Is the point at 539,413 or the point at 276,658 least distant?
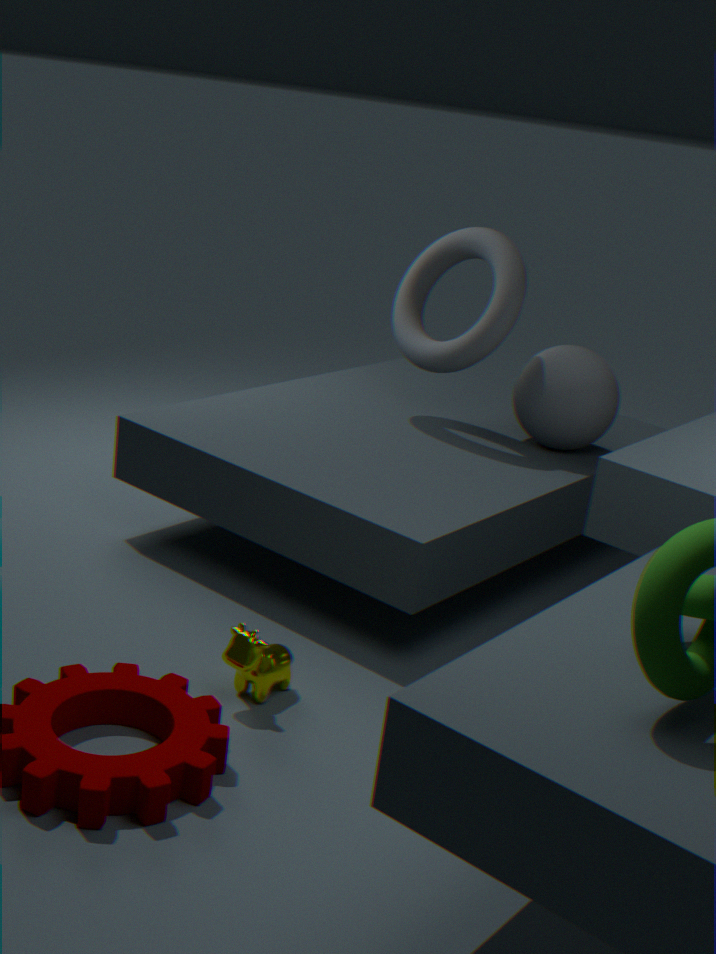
the point at 276,658
